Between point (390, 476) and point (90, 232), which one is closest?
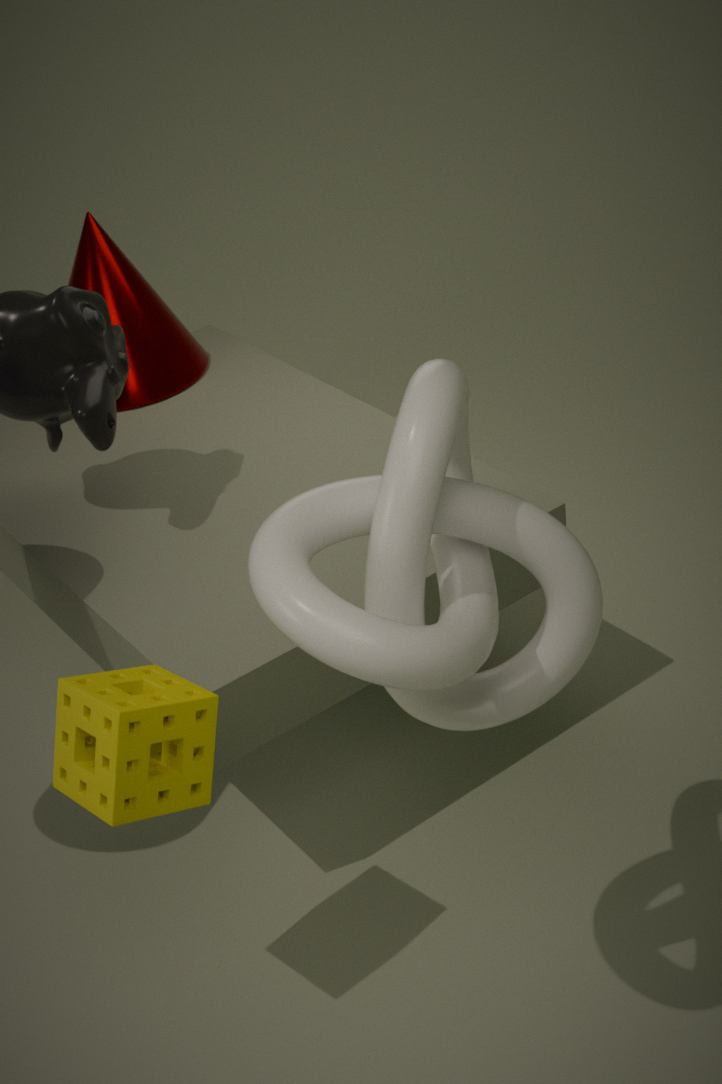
point (390, 476)
